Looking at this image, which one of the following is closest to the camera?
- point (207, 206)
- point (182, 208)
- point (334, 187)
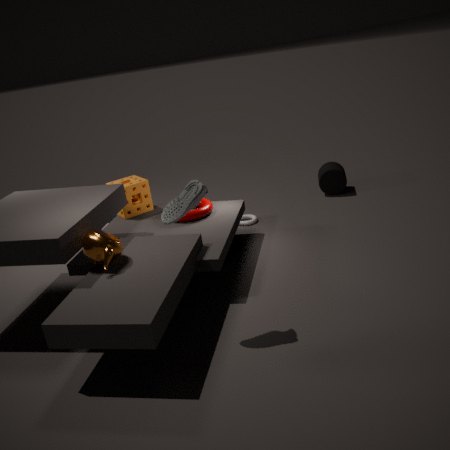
point (182, 208)
